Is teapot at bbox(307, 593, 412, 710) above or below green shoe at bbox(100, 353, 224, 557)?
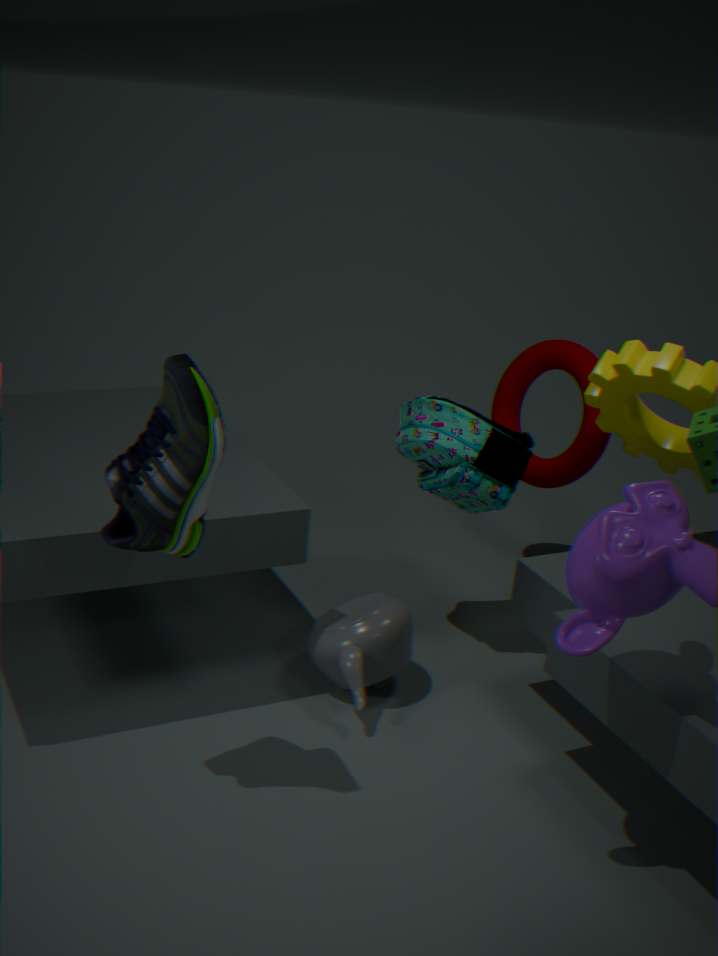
below
